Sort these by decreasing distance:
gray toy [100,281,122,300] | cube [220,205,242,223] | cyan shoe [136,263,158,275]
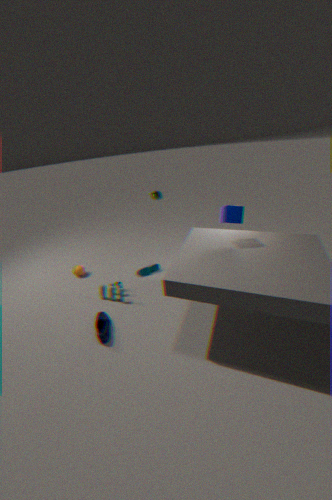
cyan shoe [136,263,158,275] → gray toy [100,281,122,300] → cube [220,205,242,223]
